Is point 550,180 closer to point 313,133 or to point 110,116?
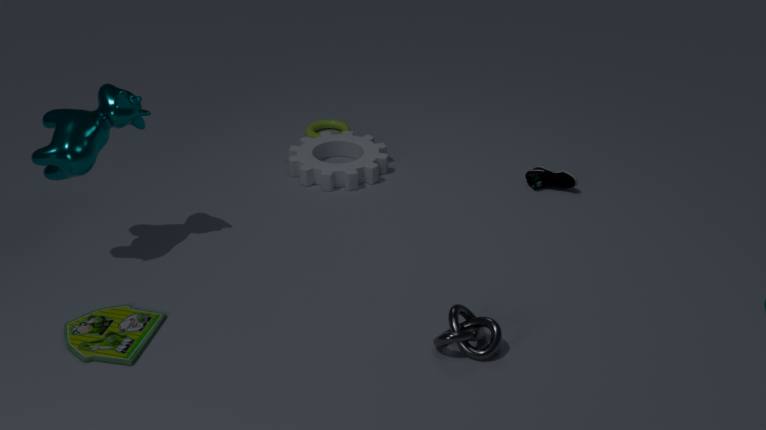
point 313,133
